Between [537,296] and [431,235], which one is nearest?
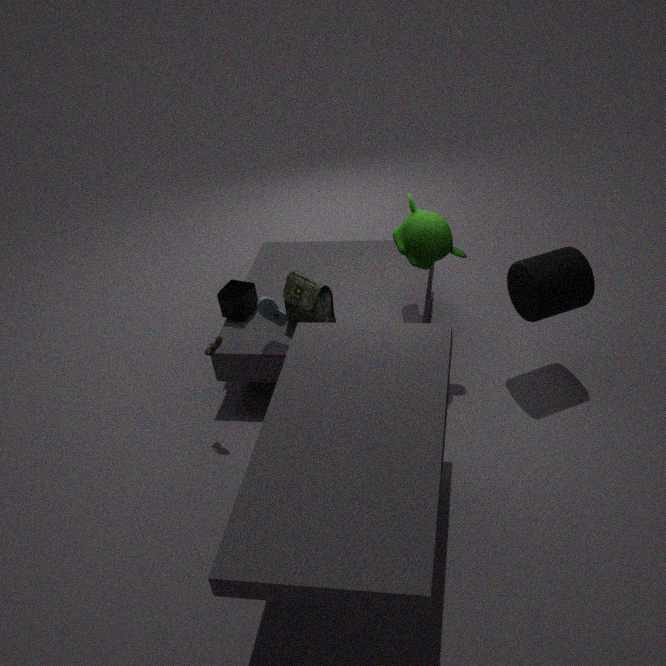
[537,296]
